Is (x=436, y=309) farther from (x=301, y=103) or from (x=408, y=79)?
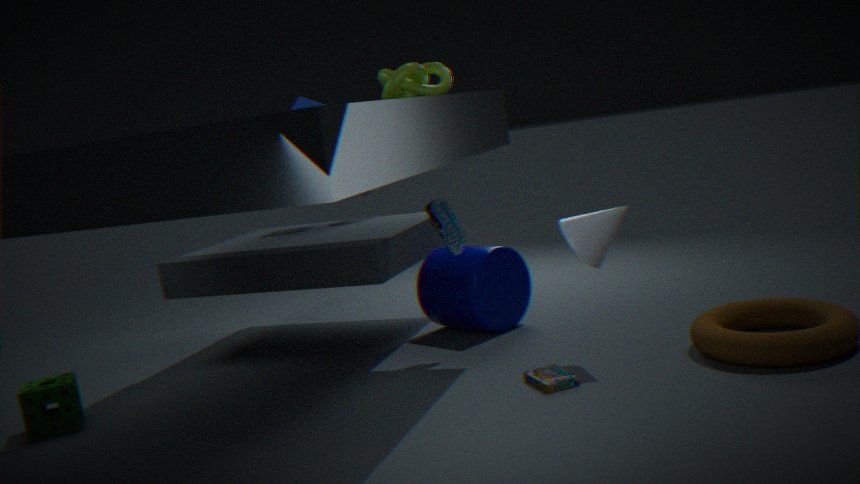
(x=301, y=103)
